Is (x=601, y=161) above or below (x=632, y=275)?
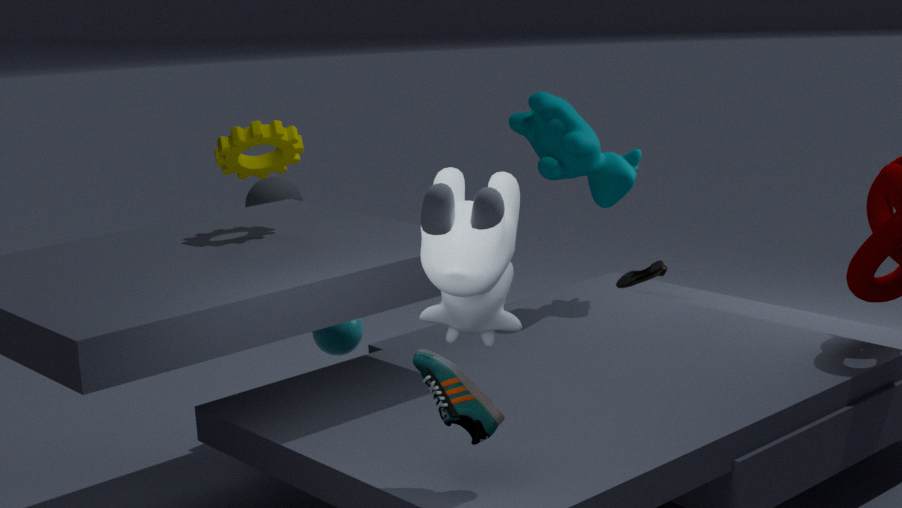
above
